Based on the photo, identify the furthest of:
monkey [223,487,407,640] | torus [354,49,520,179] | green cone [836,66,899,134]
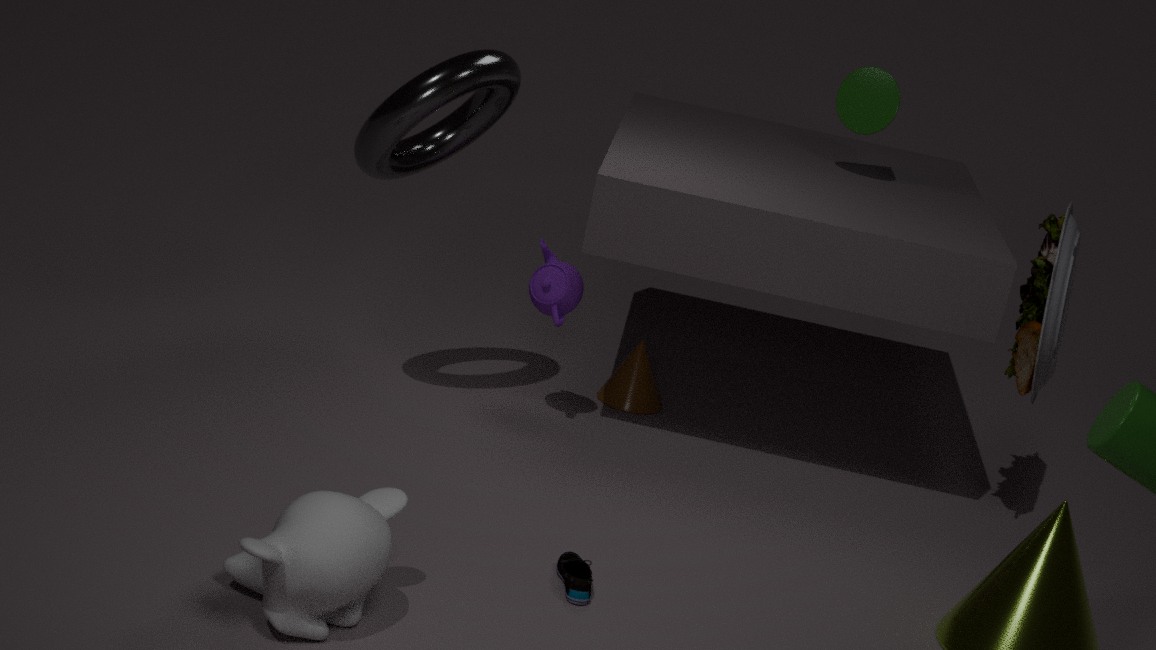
green cone [836,66,899,134]
